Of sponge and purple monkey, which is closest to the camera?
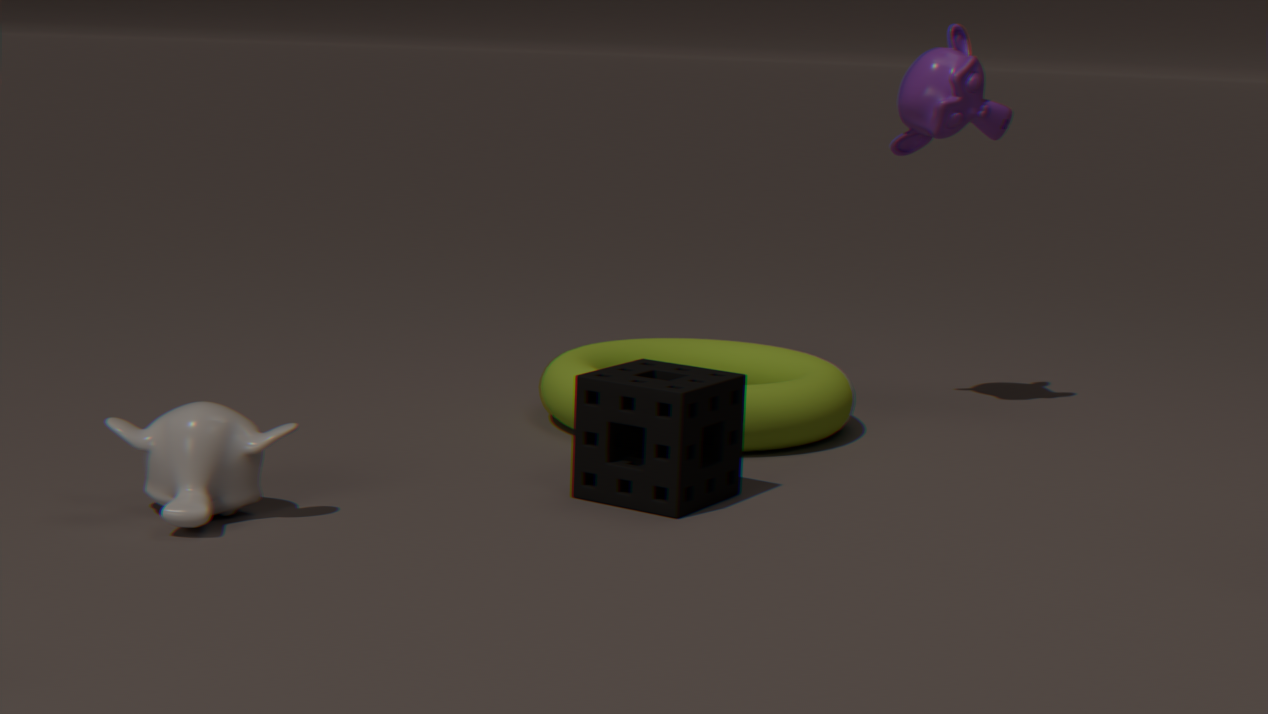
sponge
